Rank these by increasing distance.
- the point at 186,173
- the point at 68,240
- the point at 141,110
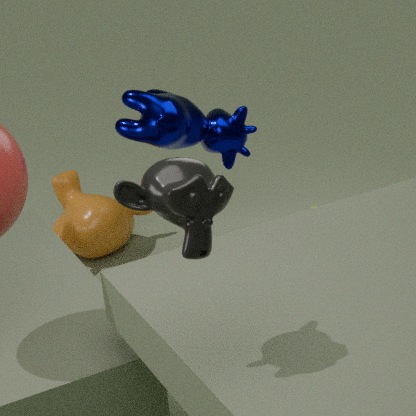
1. the point at 186,173
2. the point at 141,110
3. the point at 68,240
